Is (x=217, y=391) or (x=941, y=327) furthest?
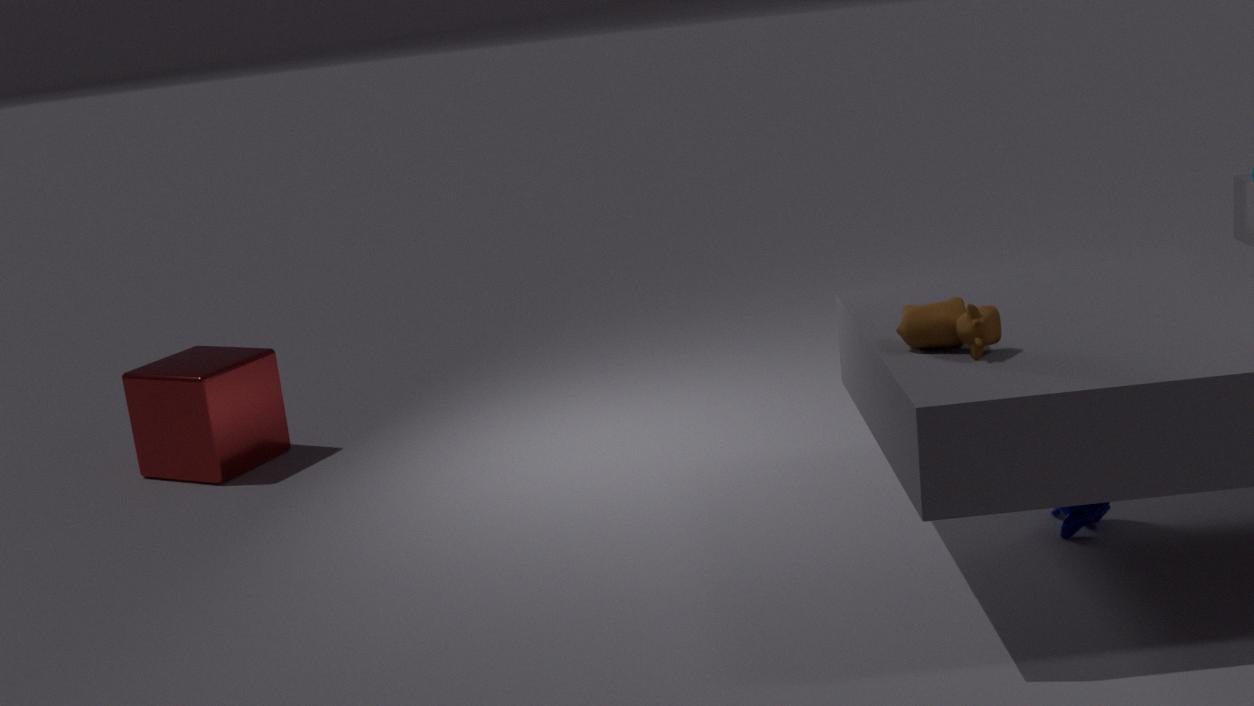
(x=217, y=391)
